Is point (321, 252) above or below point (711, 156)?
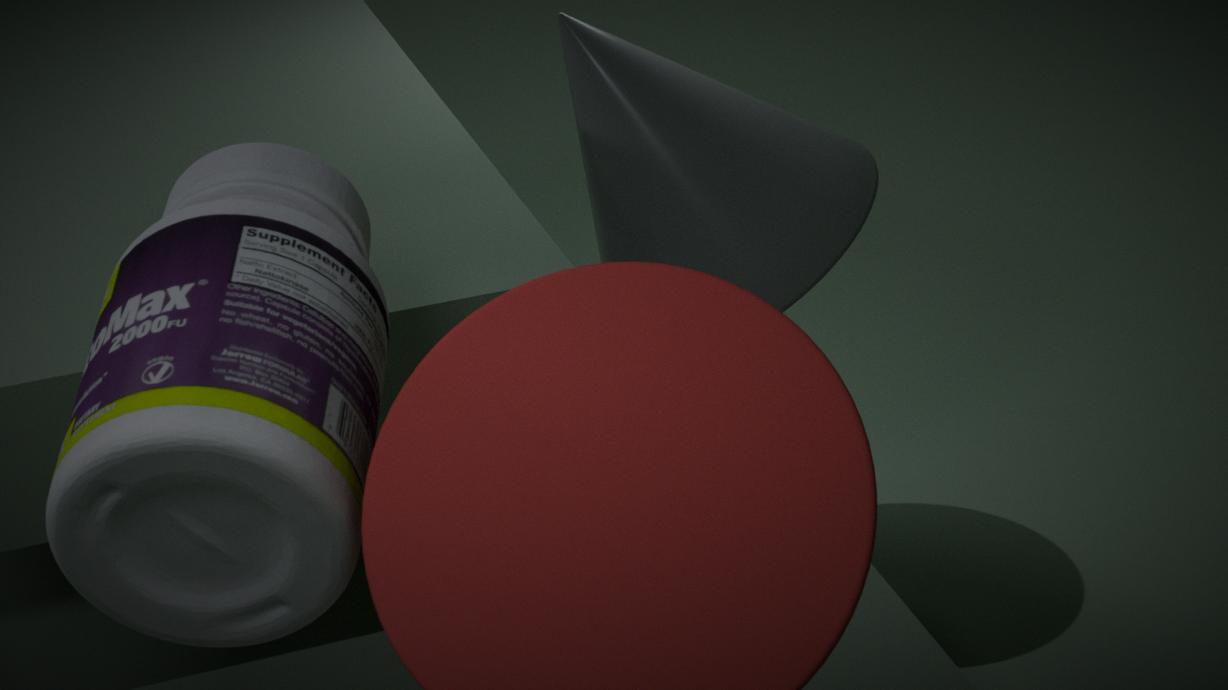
above
